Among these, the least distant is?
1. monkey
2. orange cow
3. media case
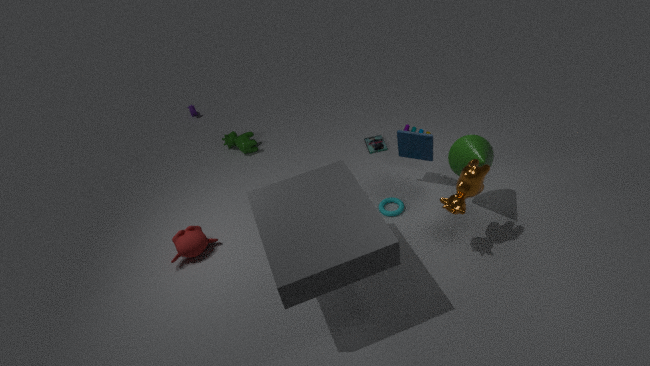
orange cow
